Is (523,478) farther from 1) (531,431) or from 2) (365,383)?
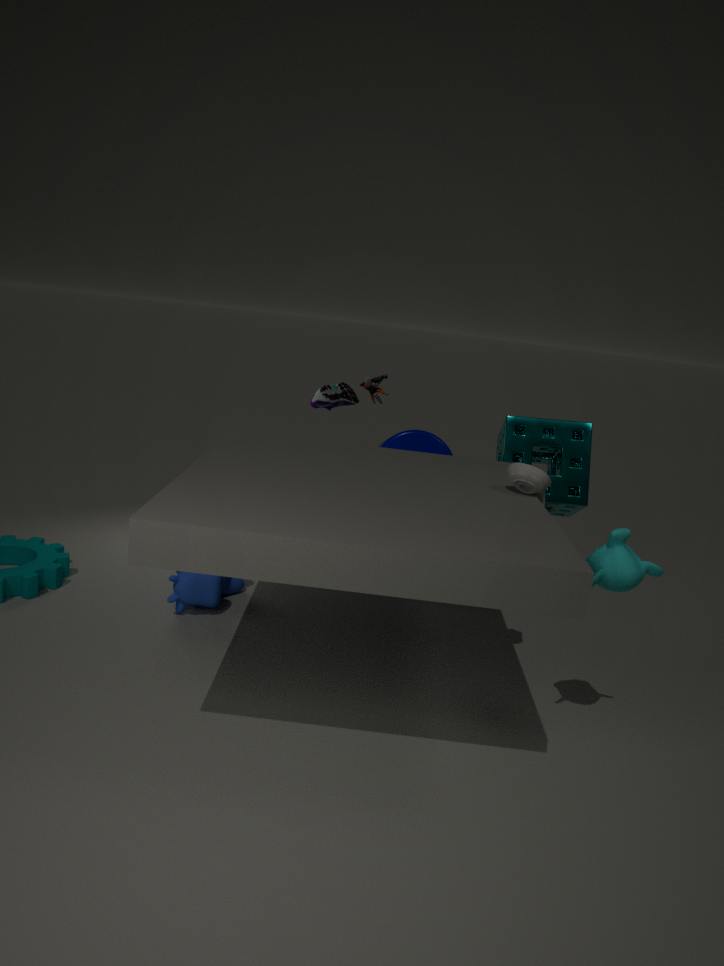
2) (365,383)
